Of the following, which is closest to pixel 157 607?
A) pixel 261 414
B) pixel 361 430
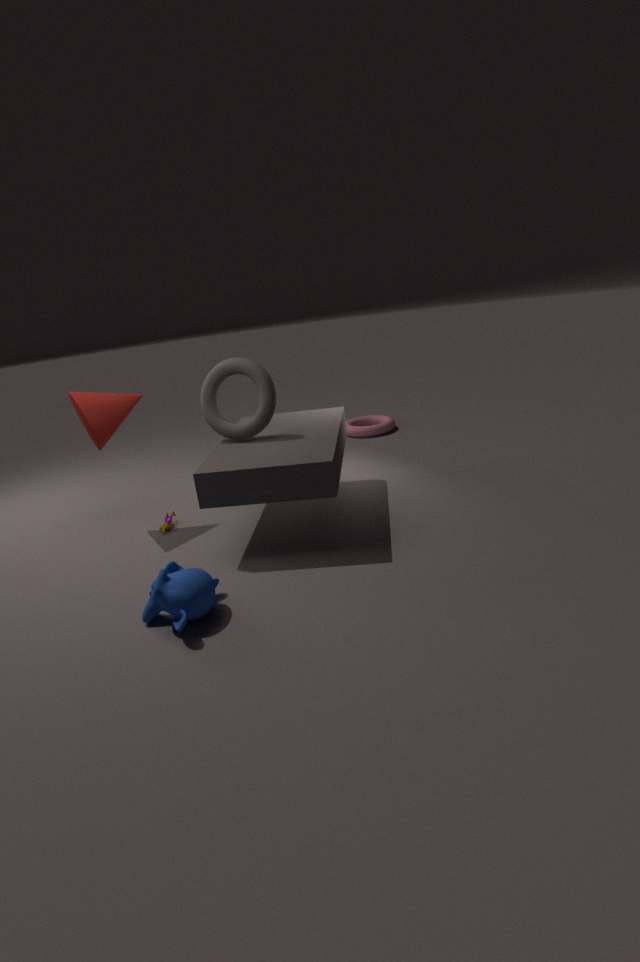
pixel 261 414
